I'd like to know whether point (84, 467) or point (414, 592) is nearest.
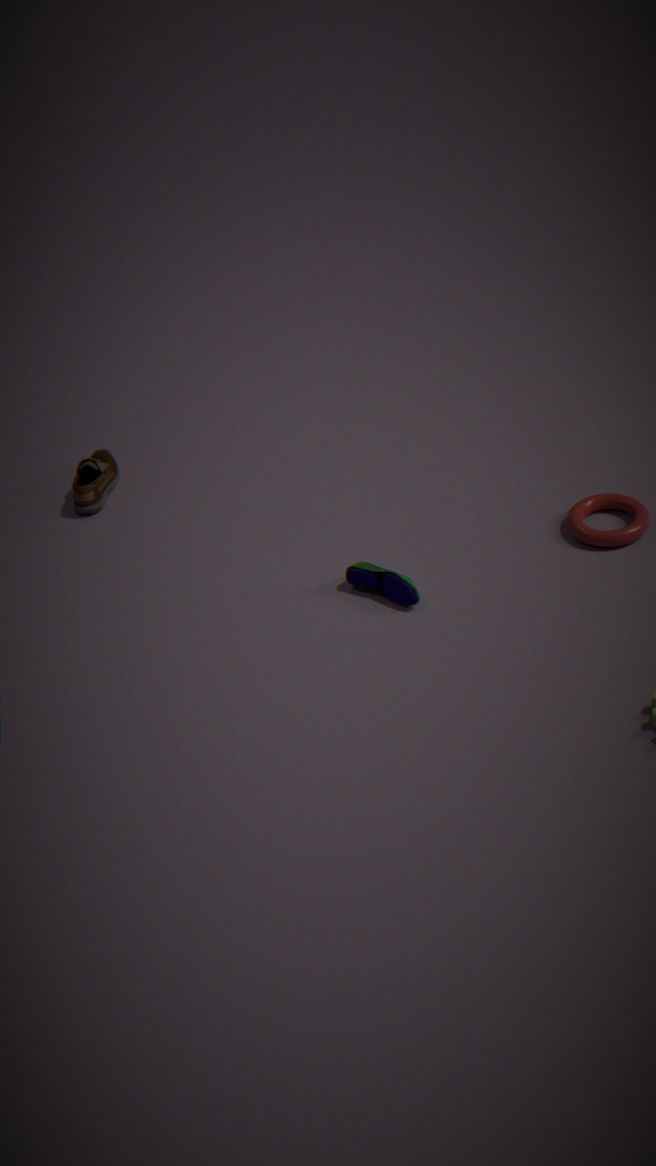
point (414, 592)
